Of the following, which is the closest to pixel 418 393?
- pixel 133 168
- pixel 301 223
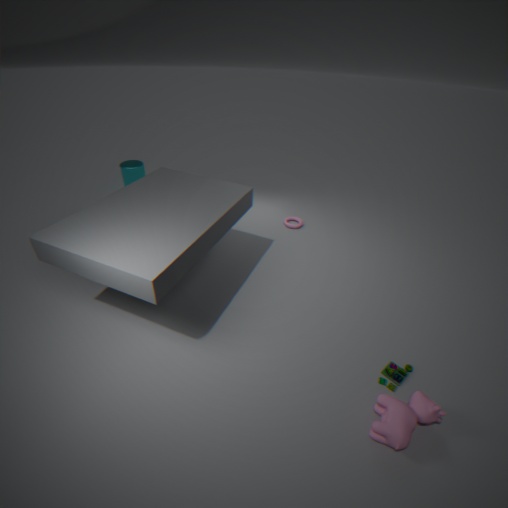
pixel 301 223
